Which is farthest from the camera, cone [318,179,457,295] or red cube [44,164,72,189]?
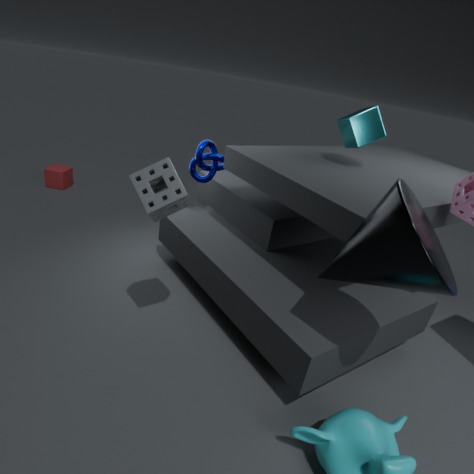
red cube [44,164,72,189]
